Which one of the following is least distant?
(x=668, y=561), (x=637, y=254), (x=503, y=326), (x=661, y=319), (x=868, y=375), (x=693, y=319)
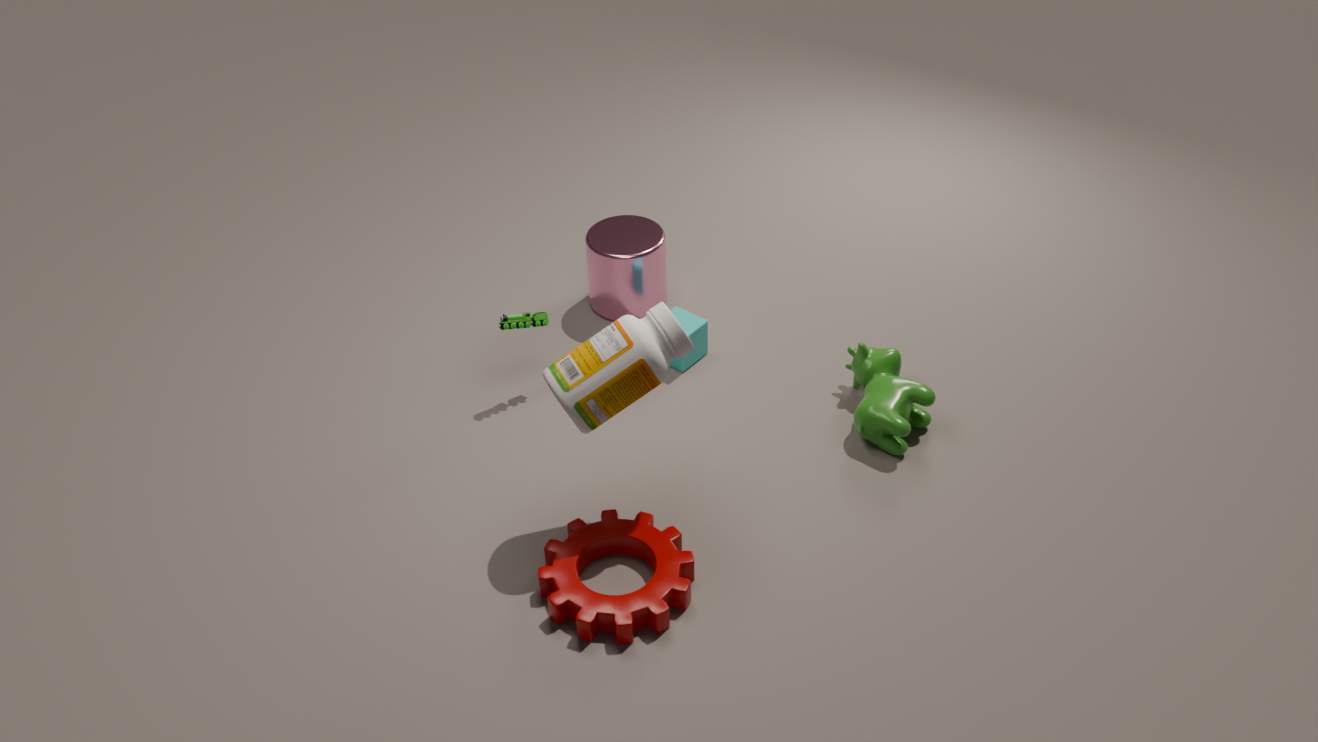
(x=661, y=319)
